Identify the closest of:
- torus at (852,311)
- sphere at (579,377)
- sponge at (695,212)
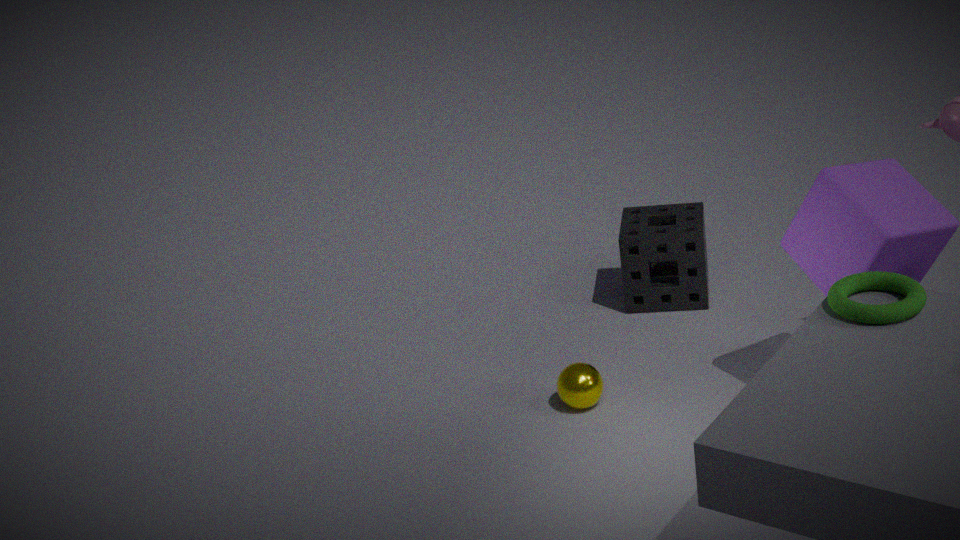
torus at (852,311)
